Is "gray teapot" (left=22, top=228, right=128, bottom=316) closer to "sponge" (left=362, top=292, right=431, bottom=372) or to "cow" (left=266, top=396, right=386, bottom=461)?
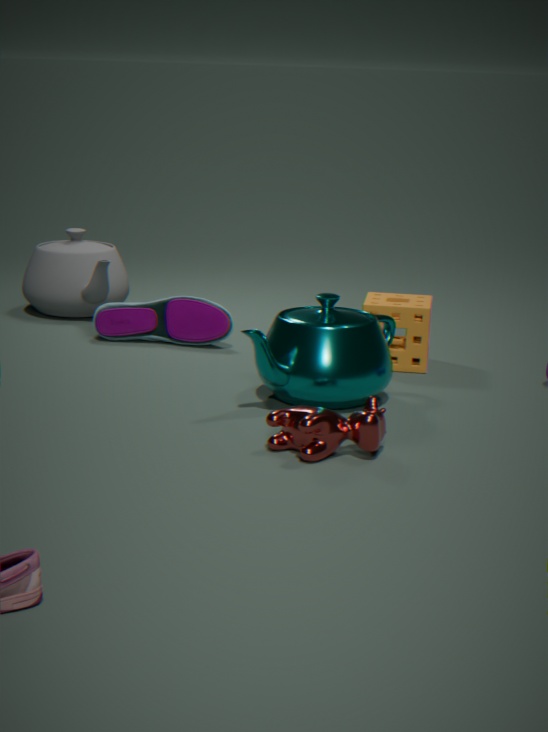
"sponge" (left=362, top=292, right=431, bottom=372)
